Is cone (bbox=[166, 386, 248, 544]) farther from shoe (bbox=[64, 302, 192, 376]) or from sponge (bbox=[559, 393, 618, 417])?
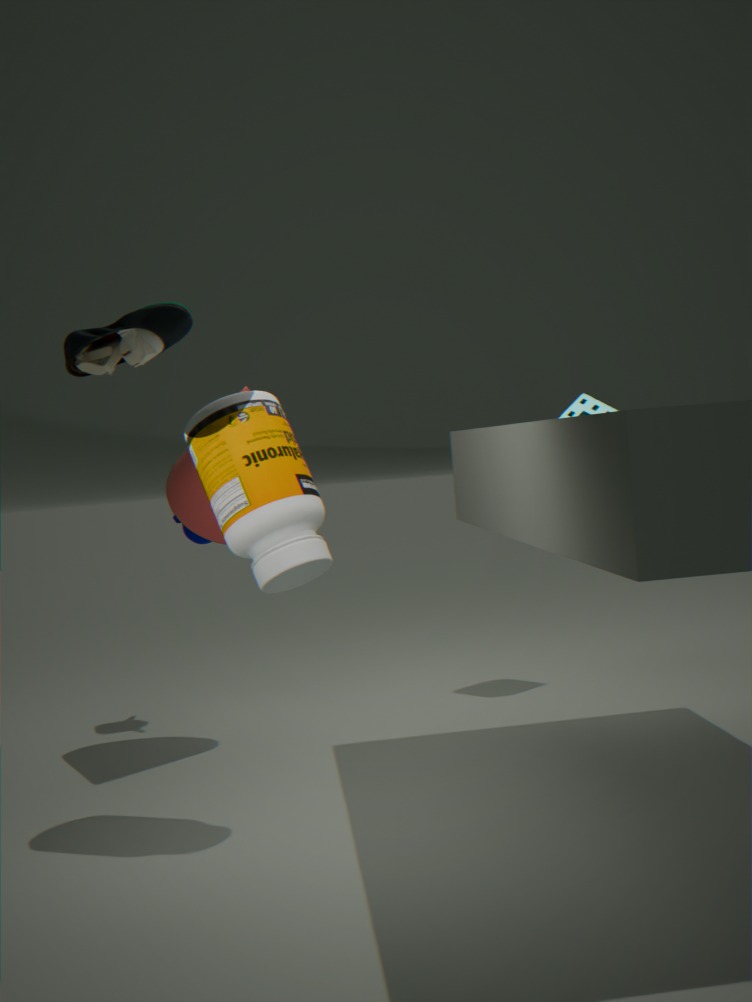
sponge (bbox=[559, 393, 618, 417])
